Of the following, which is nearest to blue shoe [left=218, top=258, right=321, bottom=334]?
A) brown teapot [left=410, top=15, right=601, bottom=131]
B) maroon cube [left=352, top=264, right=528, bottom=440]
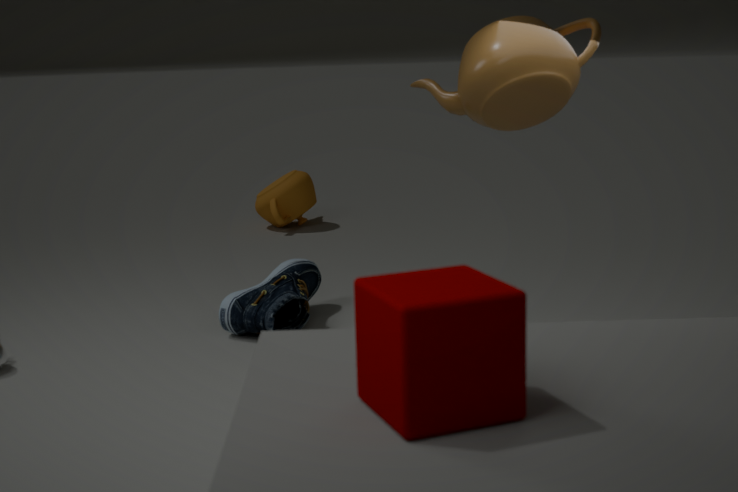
brown teapot [left=410, top=15, right=601, bottom=131]
